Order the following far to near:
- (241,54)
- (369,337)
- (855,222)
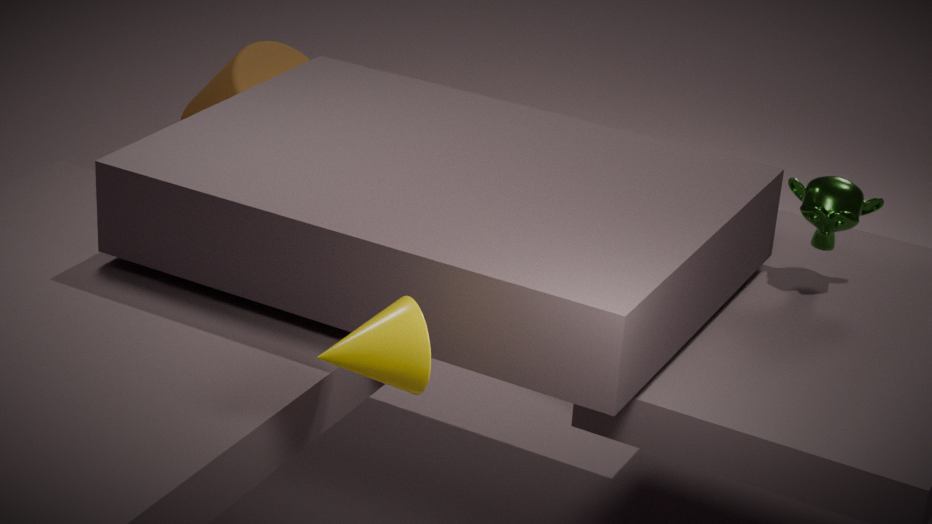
(241,54), (855,222), (369,337)
